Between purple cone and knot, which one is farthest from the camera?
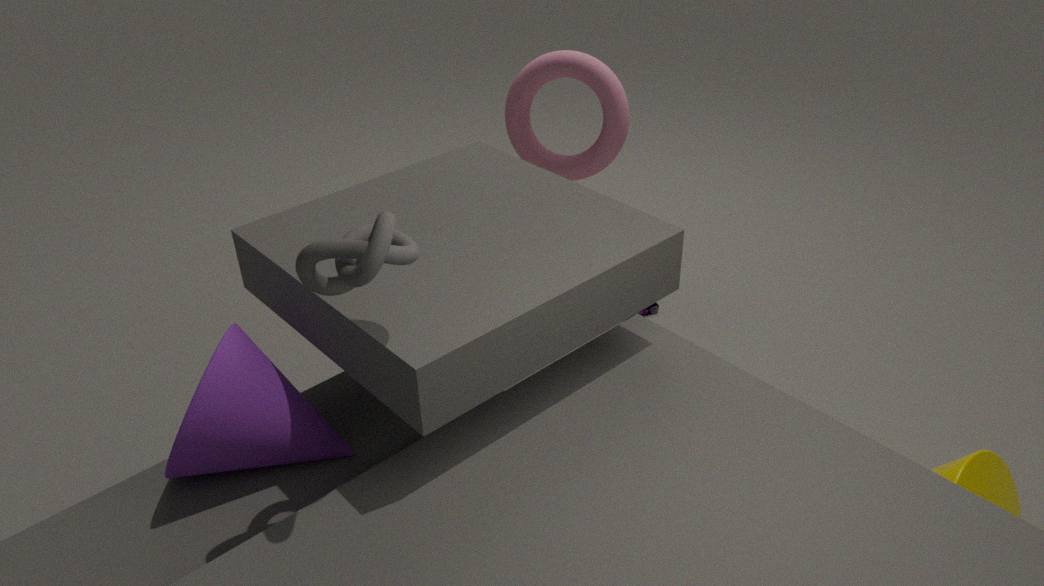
purple cone
